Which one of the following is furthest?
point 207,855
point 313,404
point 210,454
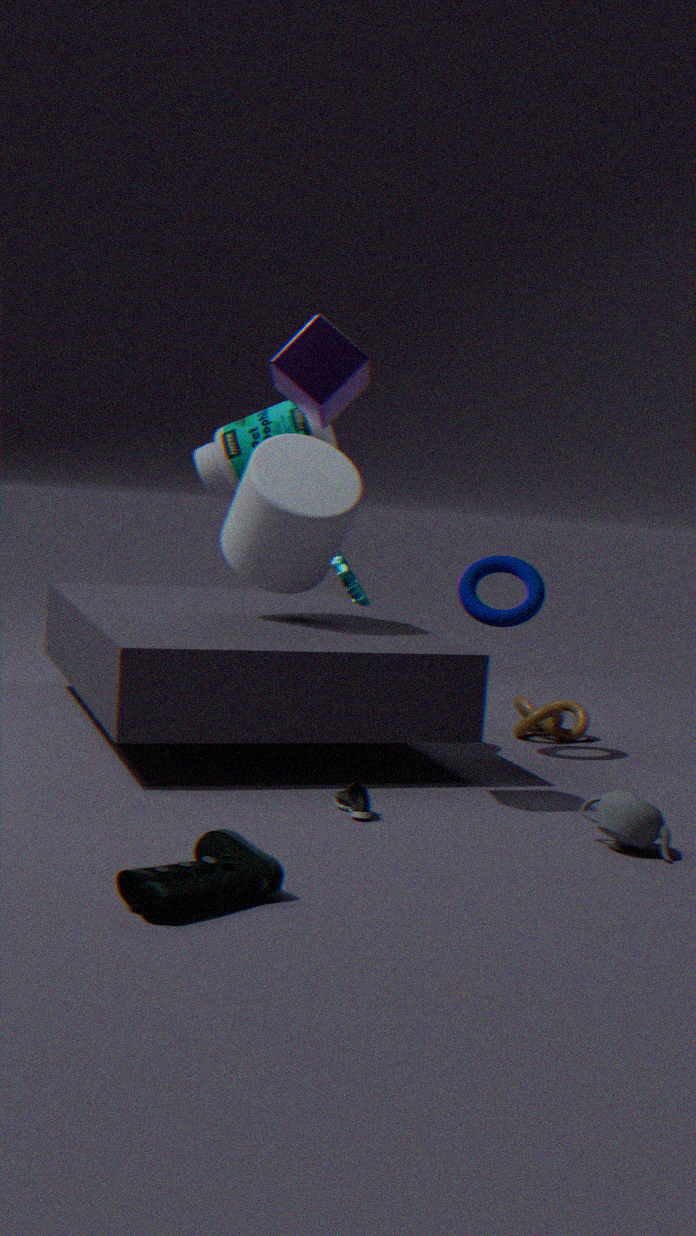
point 210,454
